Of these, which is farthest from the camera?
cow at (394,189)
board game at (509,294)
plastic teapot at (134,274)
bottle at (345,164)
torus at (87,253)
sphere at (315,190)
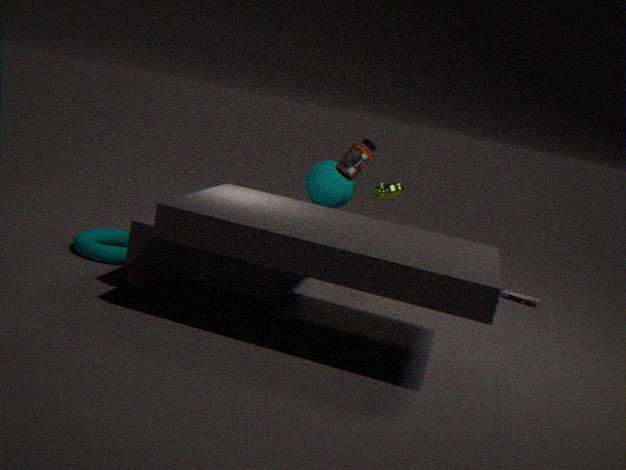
board game at (509,294)
